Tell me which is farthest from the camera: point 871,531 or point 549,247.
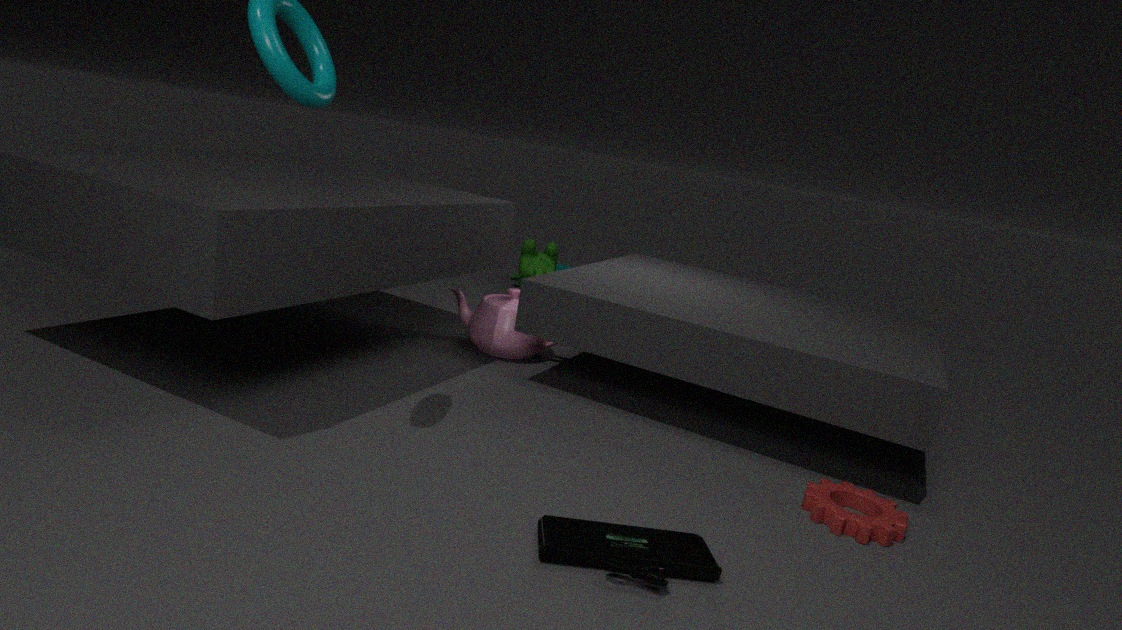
point 549,247
